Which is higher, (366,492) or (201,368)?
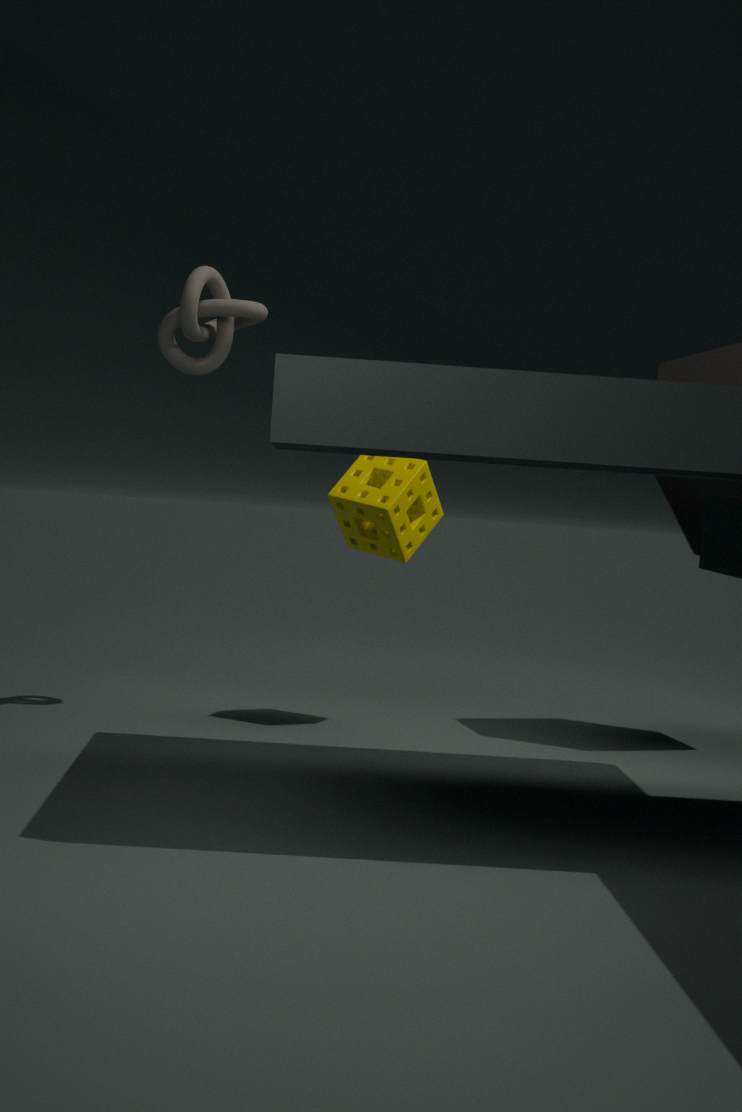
(201,368)
